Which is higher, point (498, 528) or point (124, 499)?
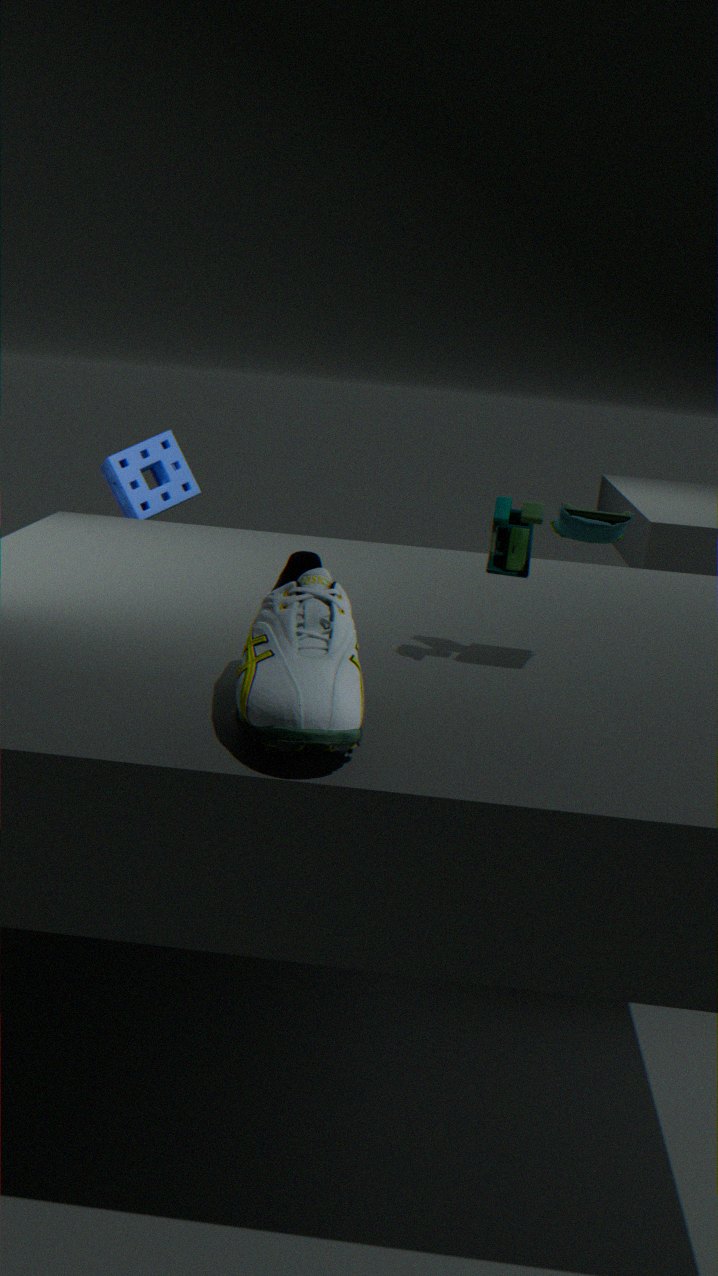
point (498, 528)
